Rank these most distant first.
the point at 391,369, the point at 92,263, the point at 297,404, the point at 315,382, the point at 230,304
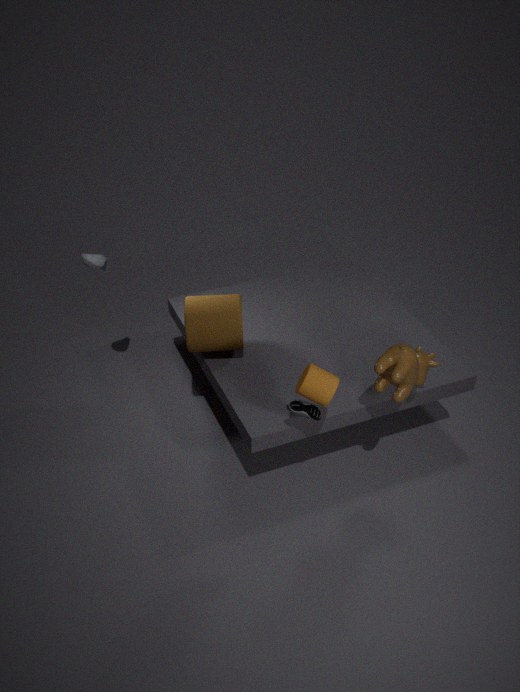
the point at 92,263, the point at 230,304, the point at 297,404, the point at 391,369, the point at 315,382
